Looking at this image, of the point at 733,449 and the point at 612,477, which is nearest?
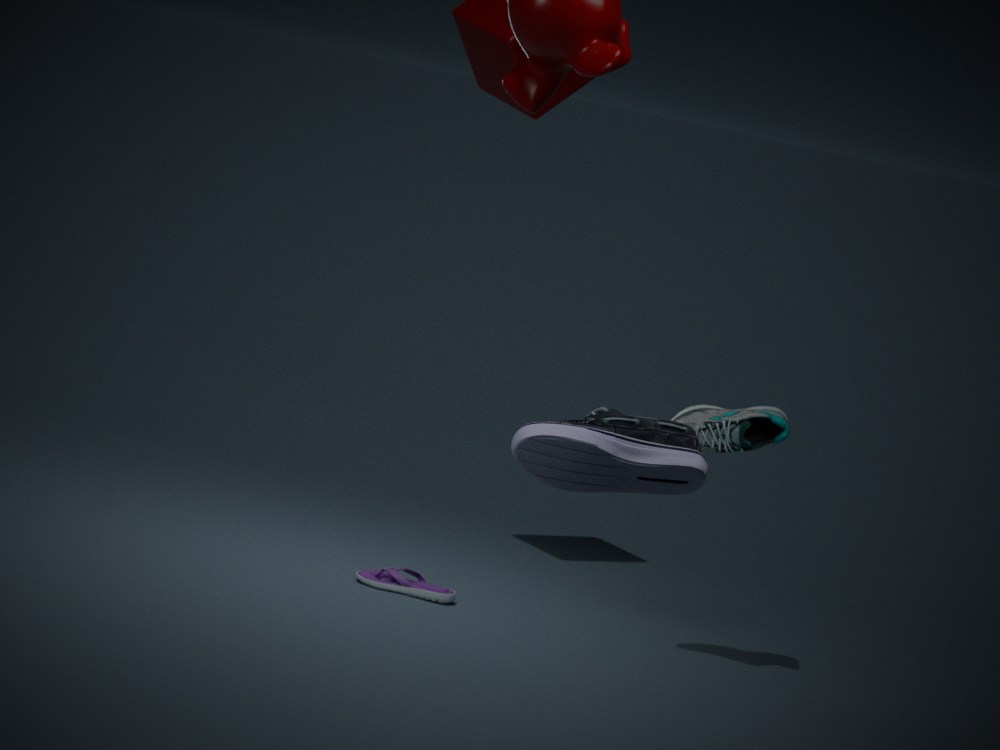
the point at 612,477
